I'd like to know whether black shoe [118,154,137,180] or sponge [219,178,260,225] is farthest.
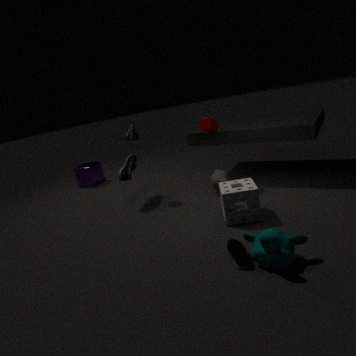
black shoe [118,154,137,180]
